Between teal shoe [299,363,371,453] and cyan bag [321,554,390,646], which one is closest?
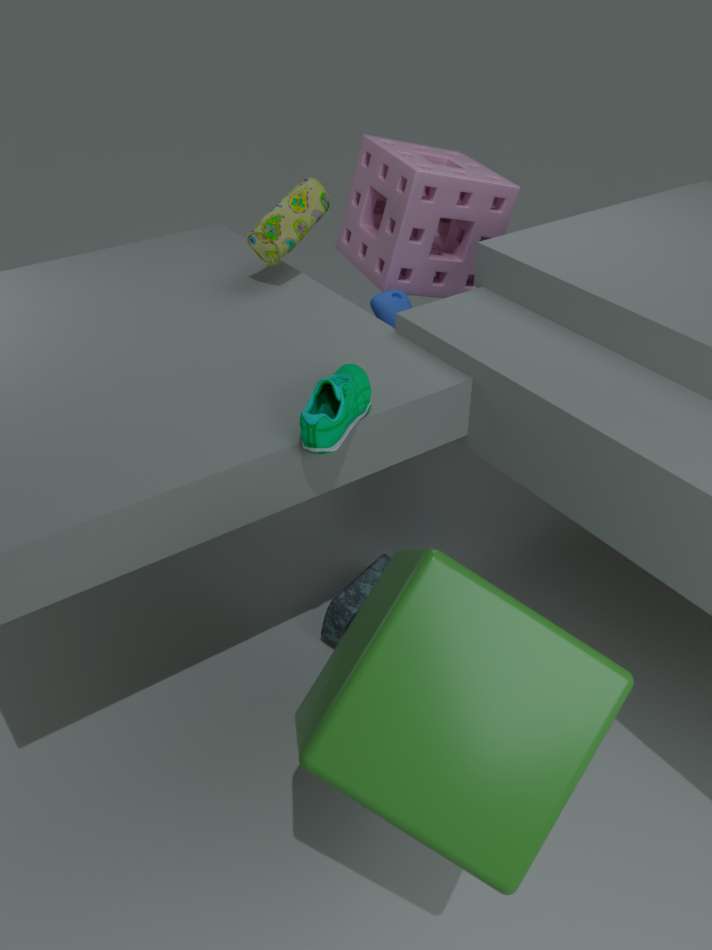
teal shoe [299,363,371,453]
